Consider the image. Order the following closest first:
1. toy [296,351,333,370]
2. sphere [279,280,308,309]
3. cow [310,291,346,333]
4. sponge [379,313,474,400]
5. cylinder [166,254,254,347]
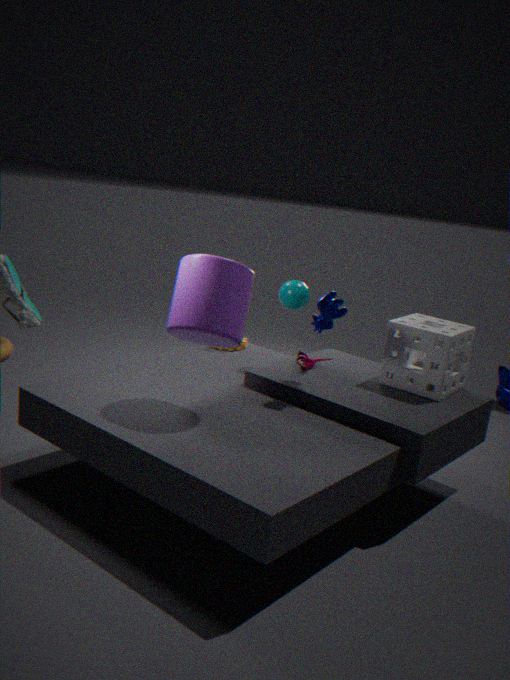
cylinder [166,254,254,347], cow [310,291,346,333], sponge [379,313,474,400], toy [296,351,333,370], sphere [279,280,308,309]
